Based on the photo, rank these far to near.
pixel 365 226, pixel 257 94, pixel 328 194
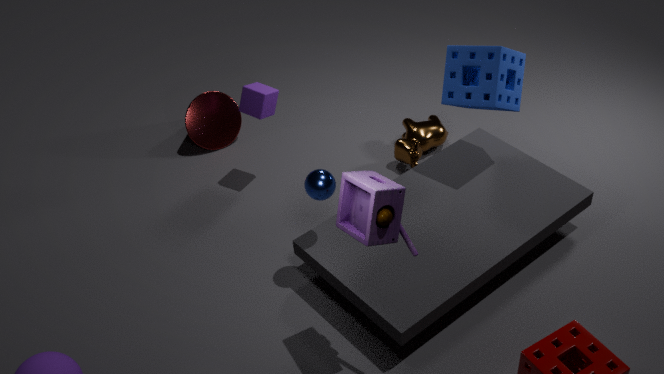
1. pixel 257 94
2. pixel 328 194
3. pixel 365 226
